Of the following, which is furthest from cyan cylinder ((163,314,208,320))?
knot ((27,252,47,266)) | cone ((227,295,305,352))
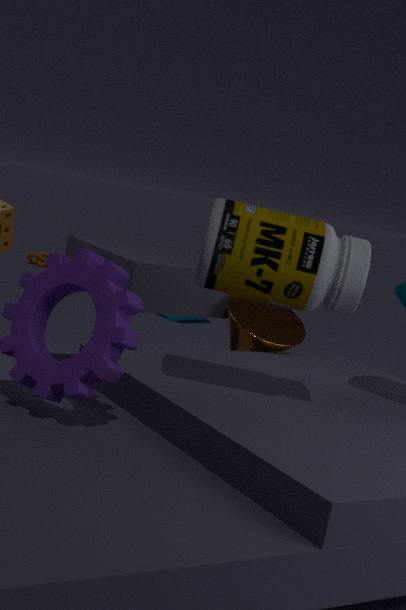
cone ((227,295,305,352))
